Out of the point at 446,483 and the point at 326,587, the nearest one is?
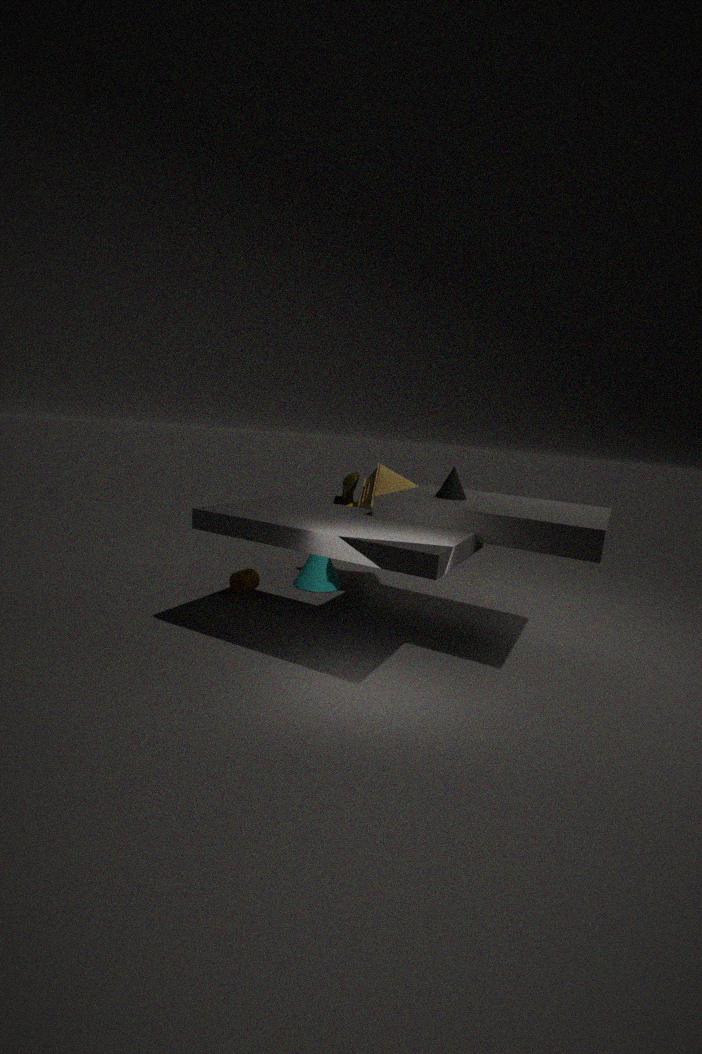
the point at 446,483
